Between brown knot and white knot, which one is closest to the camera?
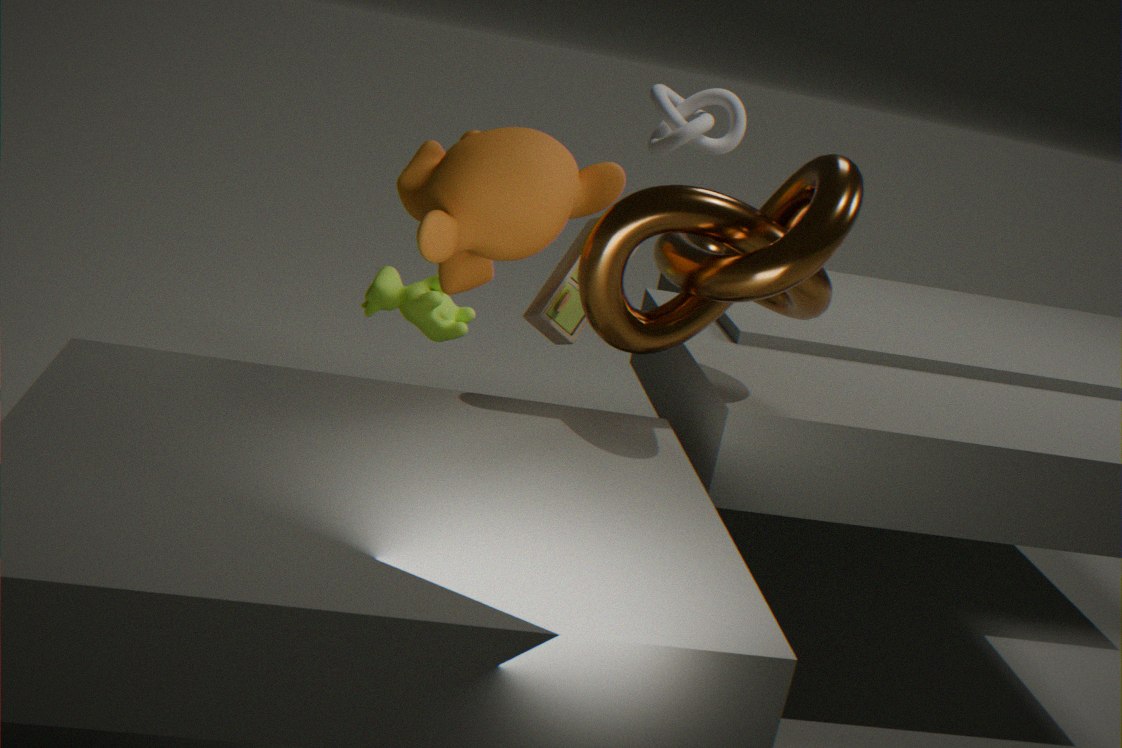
brown knot
